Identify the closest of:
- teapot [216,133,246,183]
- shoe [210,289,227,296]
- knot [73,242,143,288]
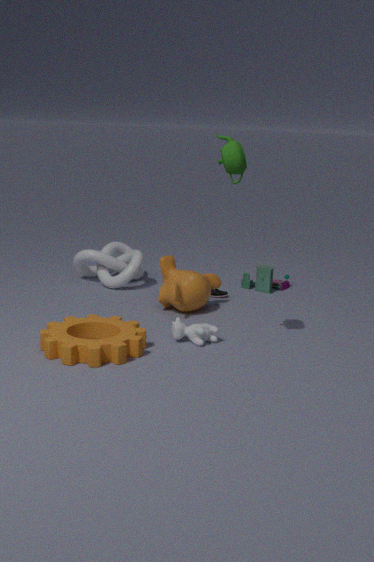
teapot [216,133,246,183]
